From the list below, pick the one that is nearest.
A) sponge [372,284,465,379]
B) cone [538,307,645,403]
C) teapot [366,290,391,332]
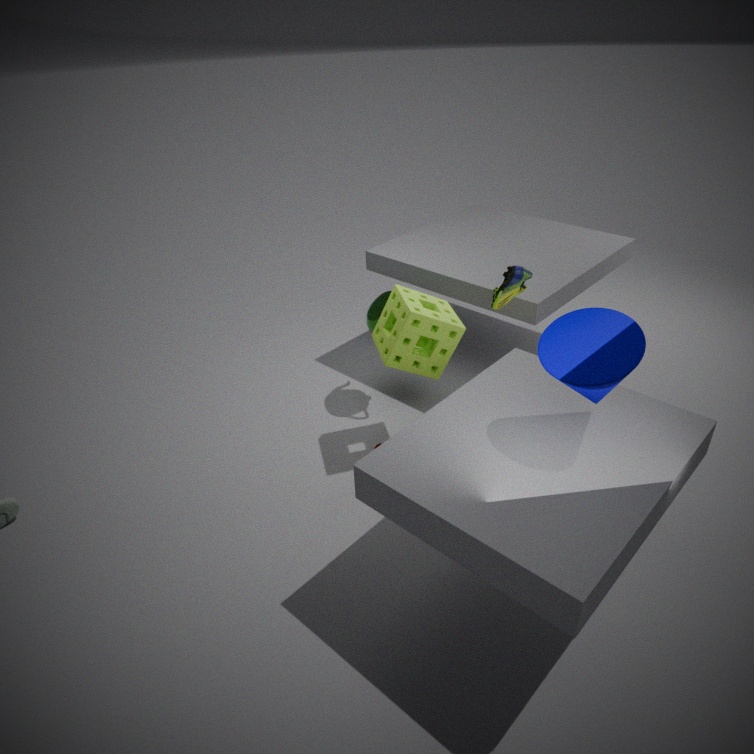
cone [538,307,645,403]
